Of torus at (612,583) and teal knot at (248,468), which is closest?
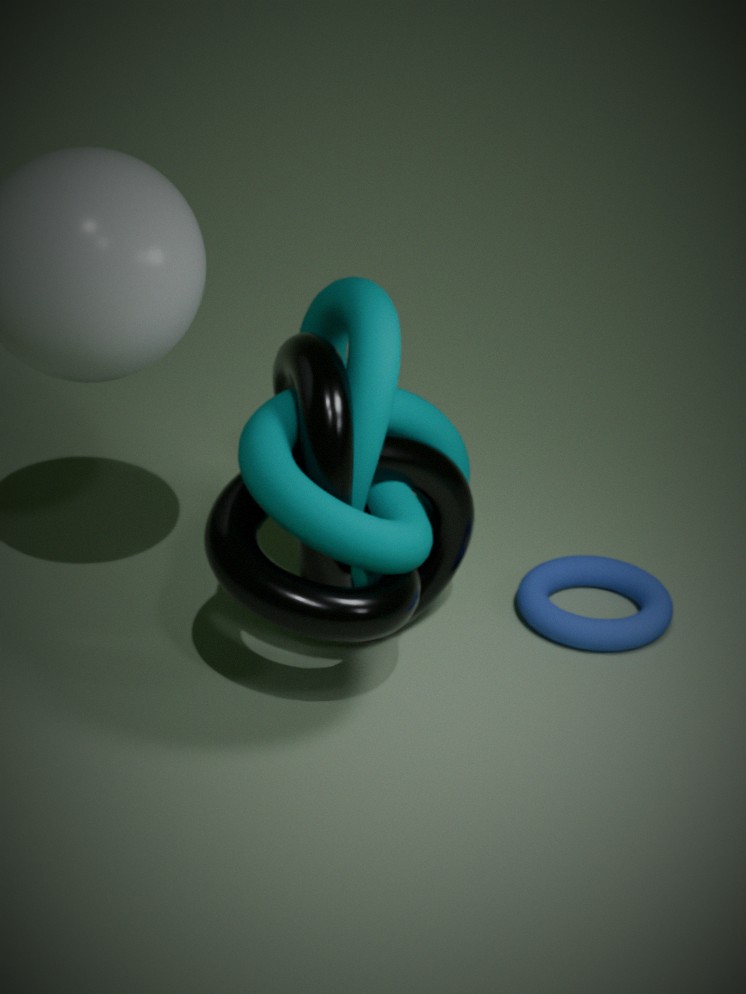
teal knot at (248,468)
